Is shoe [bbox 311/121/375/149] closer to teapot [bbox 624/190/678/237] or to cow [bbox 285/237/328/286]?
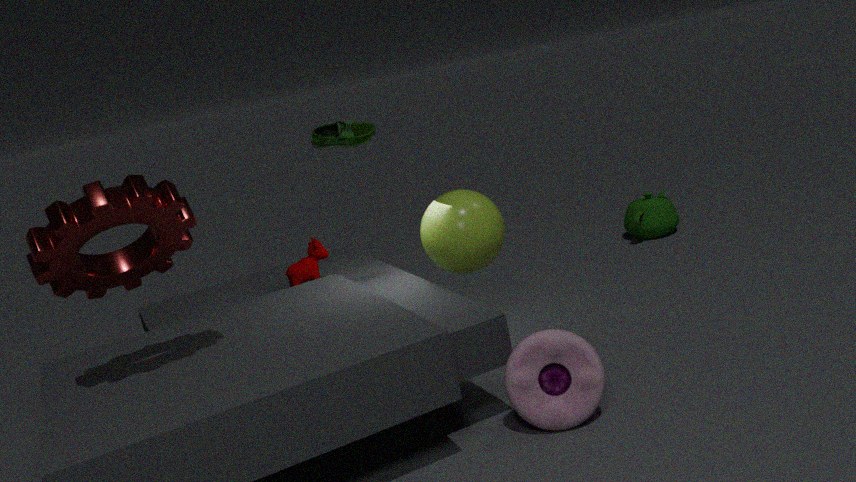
cow [bbox 285/237/328/286]
